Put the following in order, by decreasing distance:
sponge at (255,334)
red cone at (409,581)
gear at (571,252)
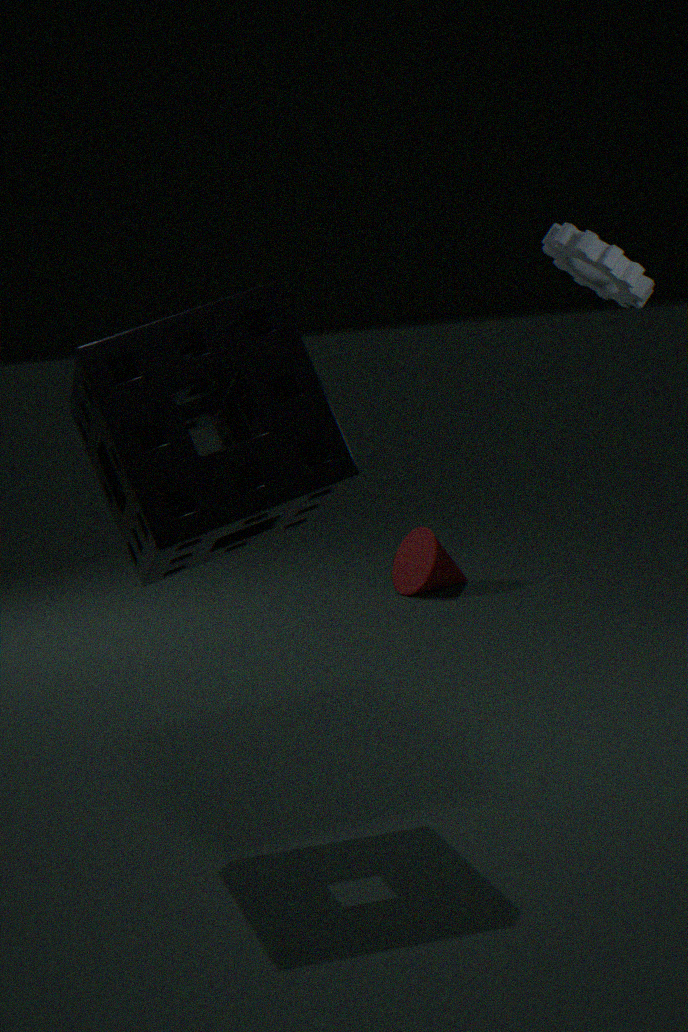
red cone at (409,581)
gear at (571,252)
sponge at (255,334)
